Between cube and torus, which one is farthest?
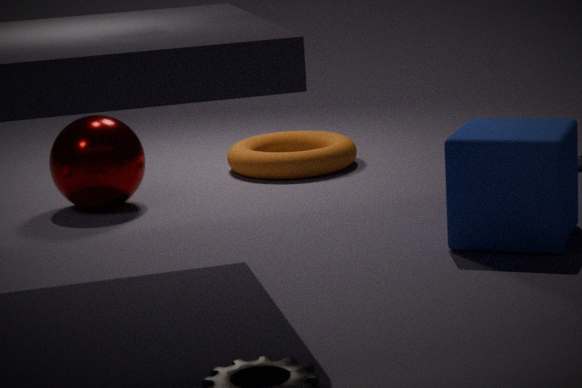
torus
